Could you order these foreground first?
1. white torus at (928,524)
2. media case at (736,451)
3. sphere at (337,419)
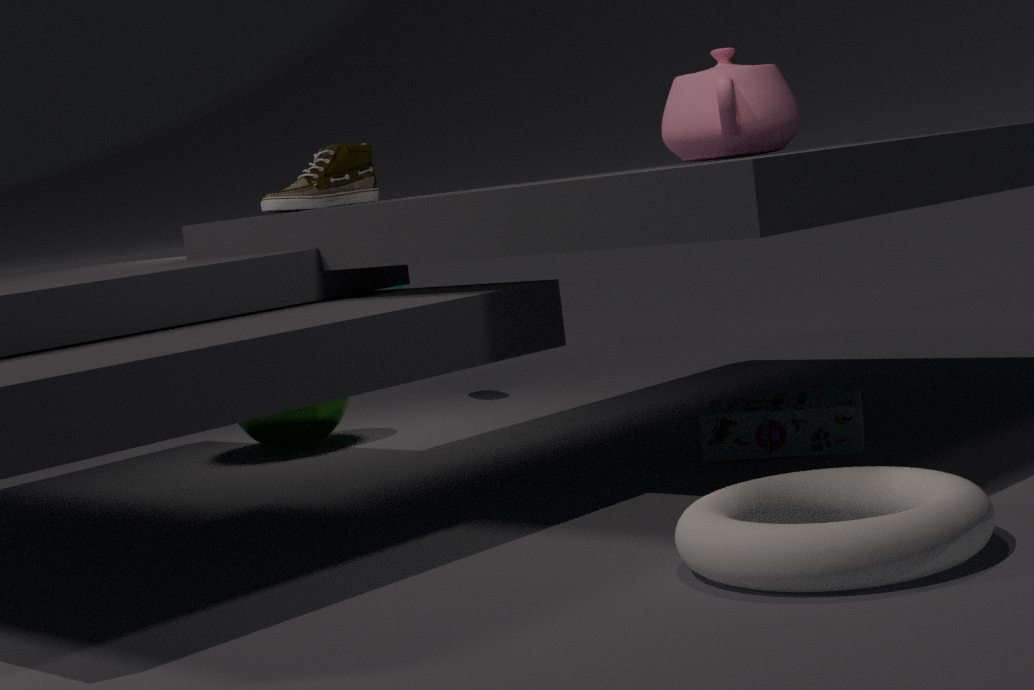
1. white torus at (928,524)
2. media case at (736,451)
3. sphere at (337,419)
